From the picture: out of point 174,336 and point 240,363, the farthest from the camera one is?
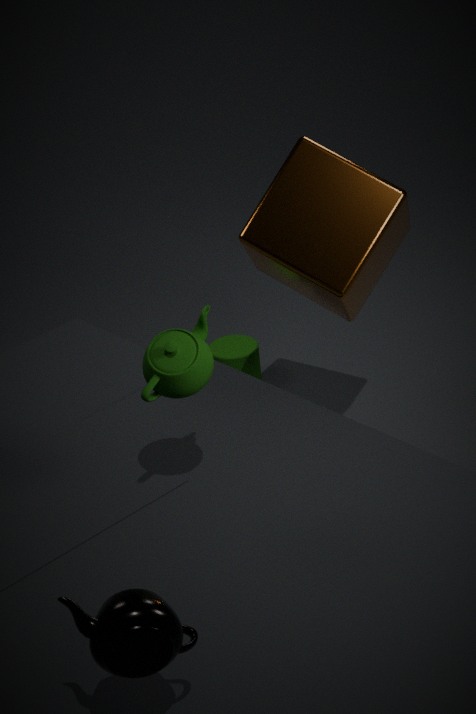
point 240,363
